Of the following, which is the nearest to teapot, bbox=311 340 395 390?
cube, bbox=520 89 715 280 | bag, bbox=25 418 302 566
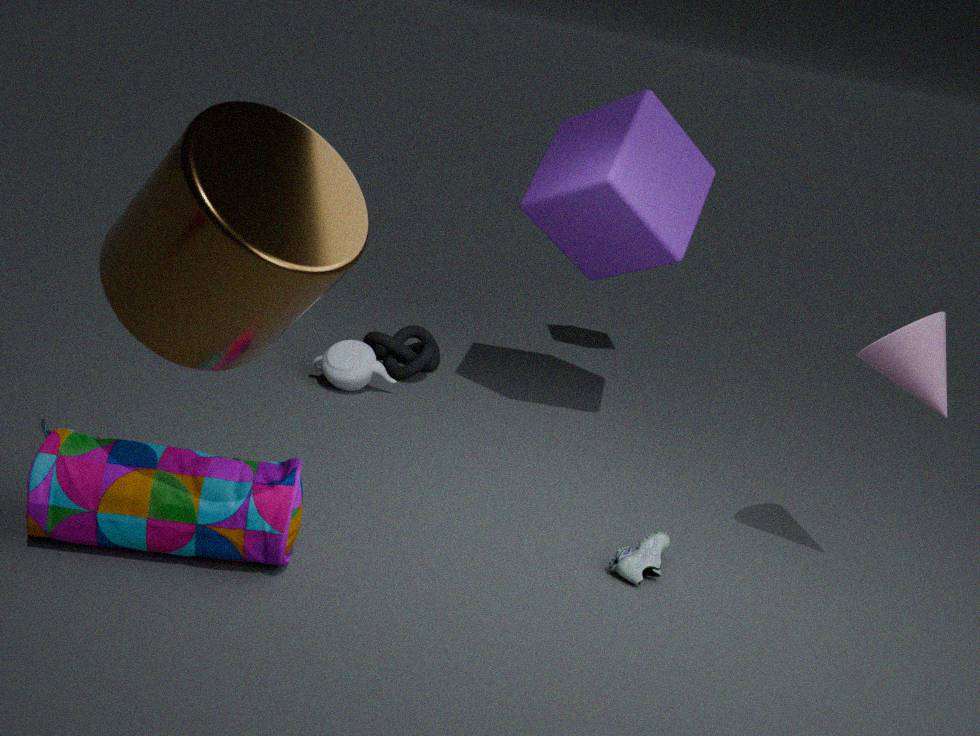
cube, bbox=520 89 715 280
